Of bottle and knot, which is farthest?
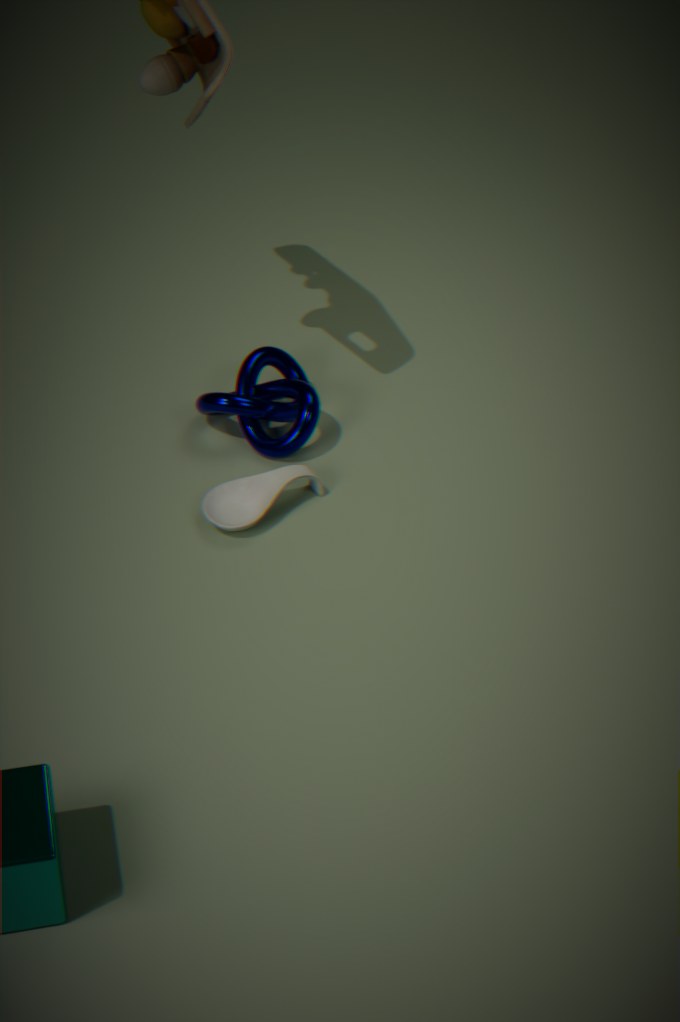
knot
